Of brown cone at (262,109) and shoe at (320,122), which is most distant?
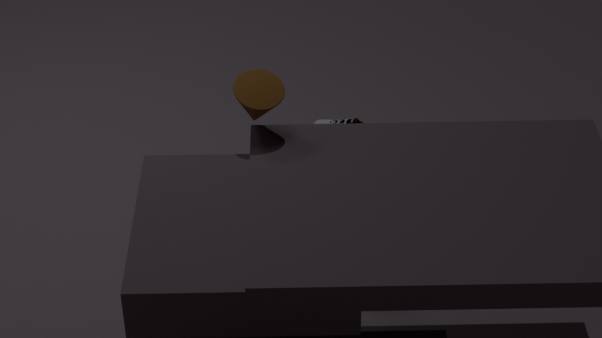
shoe at (320,122)
